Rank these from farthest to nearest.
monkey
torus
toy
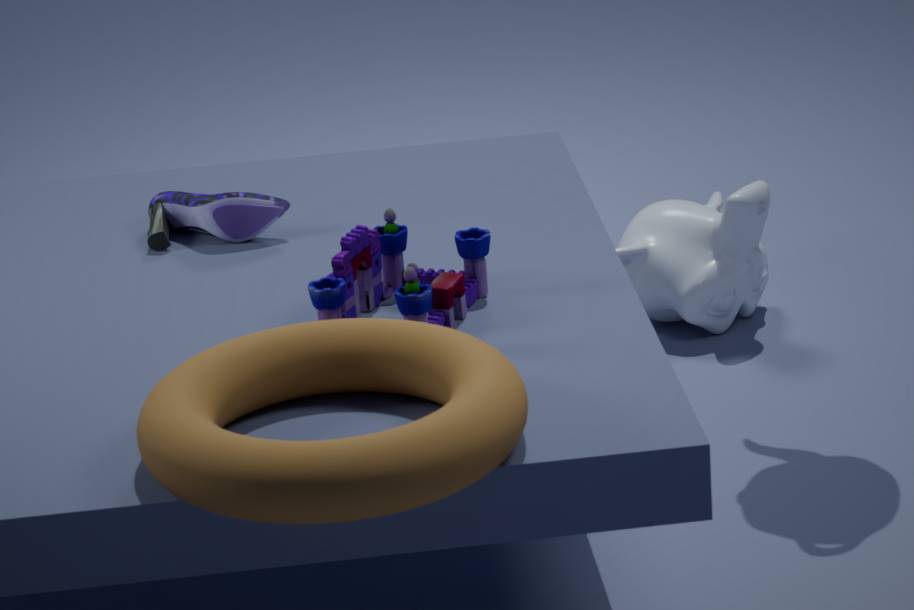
monkey → toy → torus
